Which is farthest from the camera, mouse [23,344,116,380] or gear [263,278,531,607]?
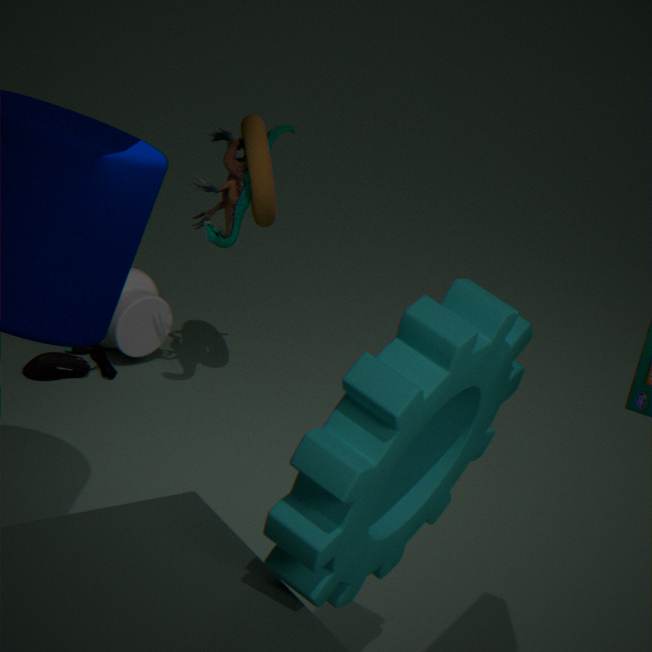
mouse [23,344,116,380]
